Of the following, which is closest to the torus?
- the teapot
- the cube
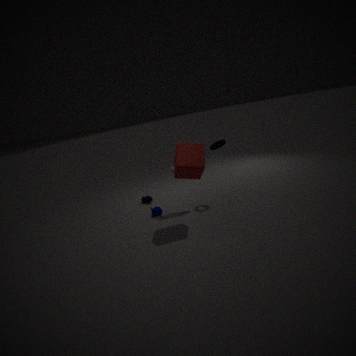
the cube
